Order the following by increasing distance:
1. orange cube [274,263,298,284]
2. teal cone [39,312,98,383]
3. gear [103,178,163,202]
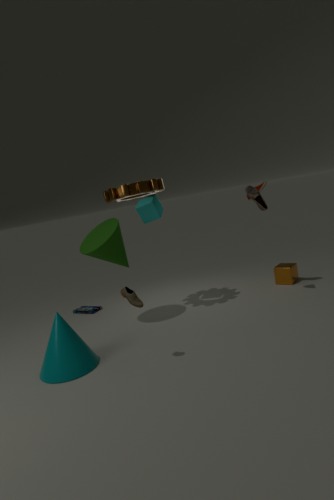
1. teal cone [39,312,98,383]
2. gear [103,178,163,202]
3. orange cube [274,263,298,284]
